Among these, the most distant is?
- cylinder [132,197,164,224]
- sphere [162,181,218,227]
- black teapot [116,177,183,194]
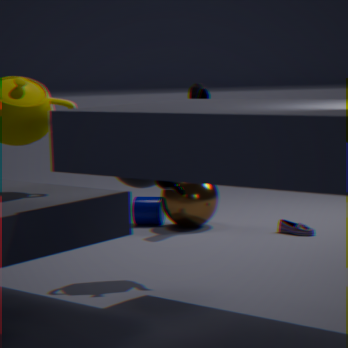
cylinder [132,197,164,224]
